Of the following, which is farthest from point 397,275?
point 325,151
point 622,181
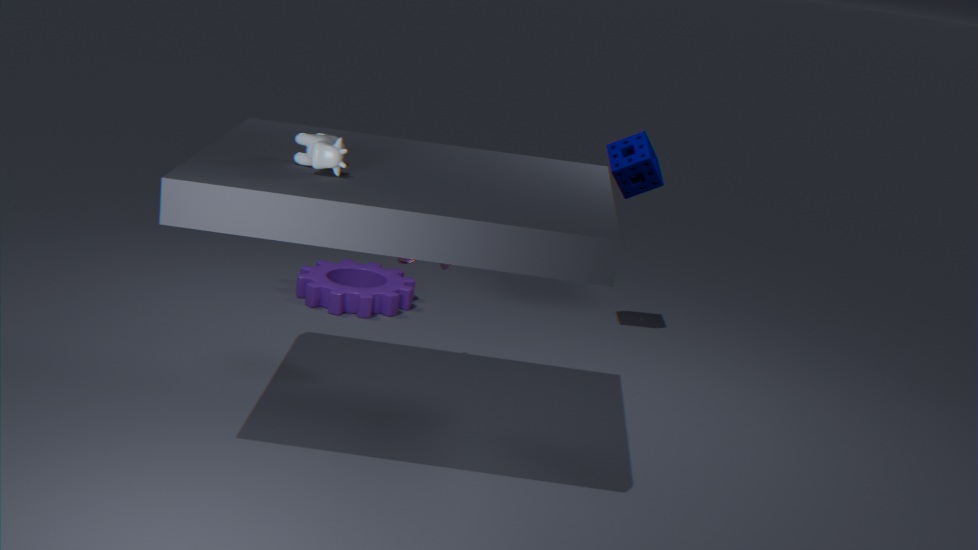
point 325,151
